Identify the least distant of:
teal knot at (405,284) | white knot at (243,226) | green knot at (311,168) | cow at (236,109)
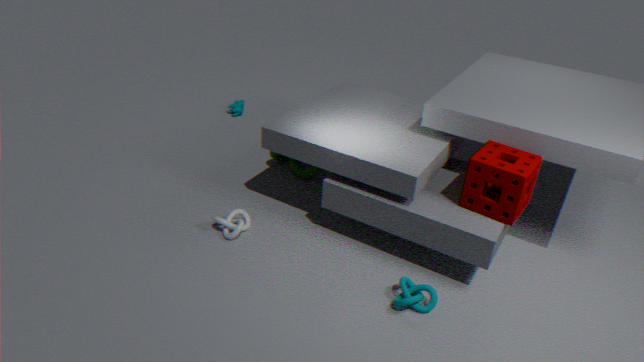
teal knot at (405,284)
